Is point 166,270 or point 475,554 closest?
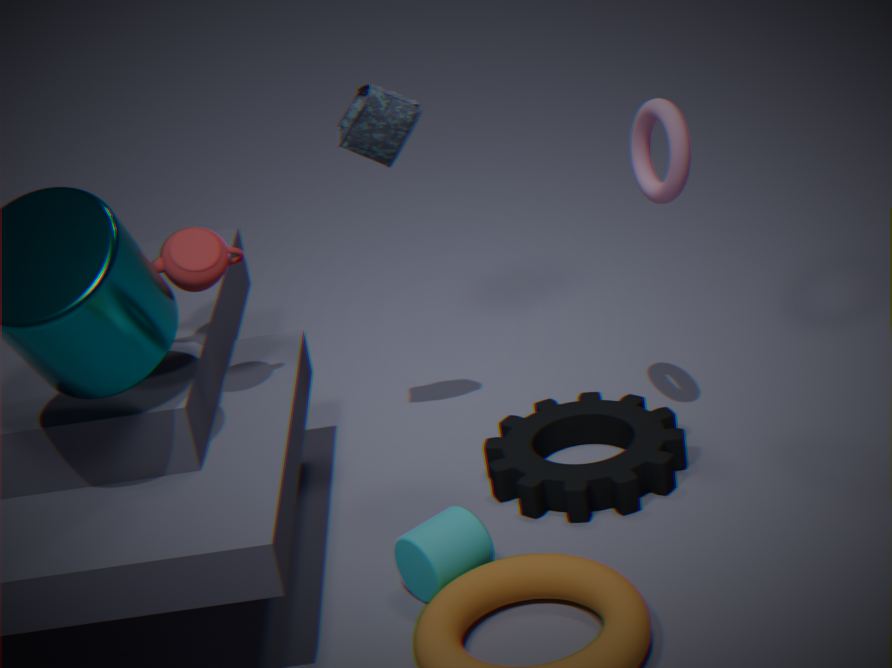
point 475,554
